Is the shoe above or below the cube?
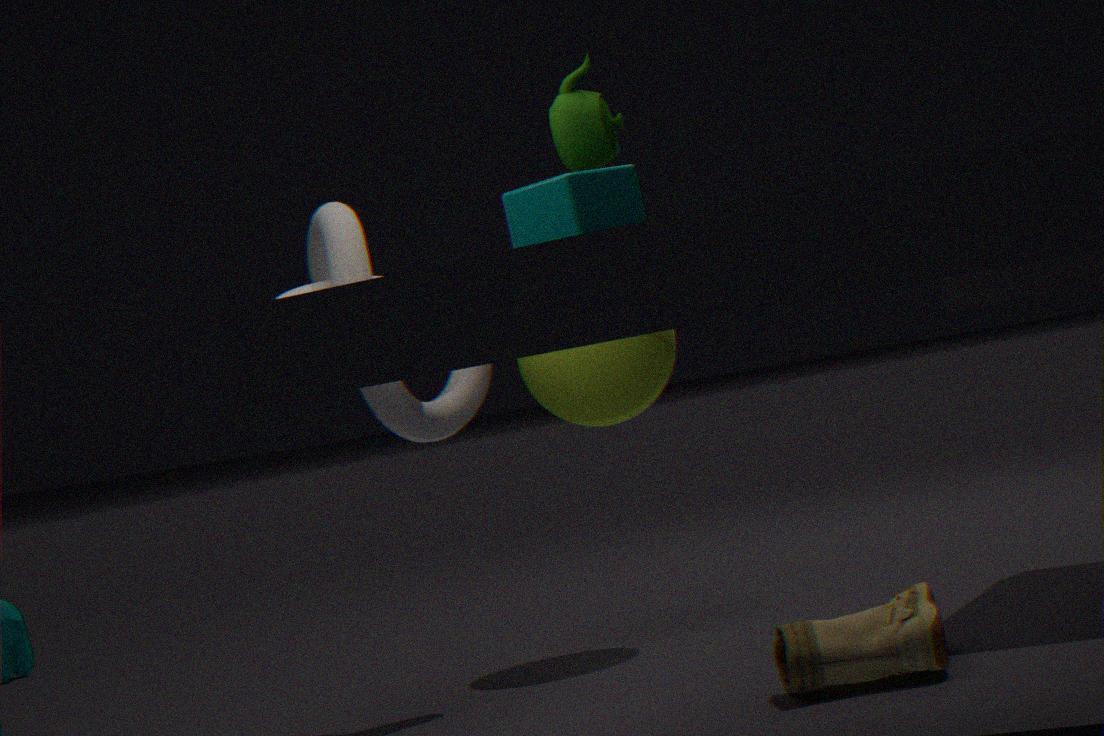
below
